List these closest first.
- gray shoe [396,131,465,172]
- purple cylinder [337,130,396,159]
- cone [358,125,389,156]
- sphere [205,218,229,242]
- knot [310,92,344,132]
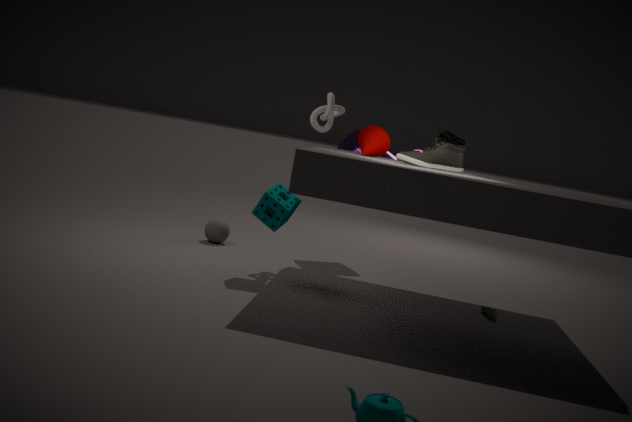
1. gray shoe [396,131,465,172]
2. cone [358,125,389,156]
3. knot [310,92,344,132]
4. purple cylinder [337,130,396,159]
5. sphere [205,218,229,242]
